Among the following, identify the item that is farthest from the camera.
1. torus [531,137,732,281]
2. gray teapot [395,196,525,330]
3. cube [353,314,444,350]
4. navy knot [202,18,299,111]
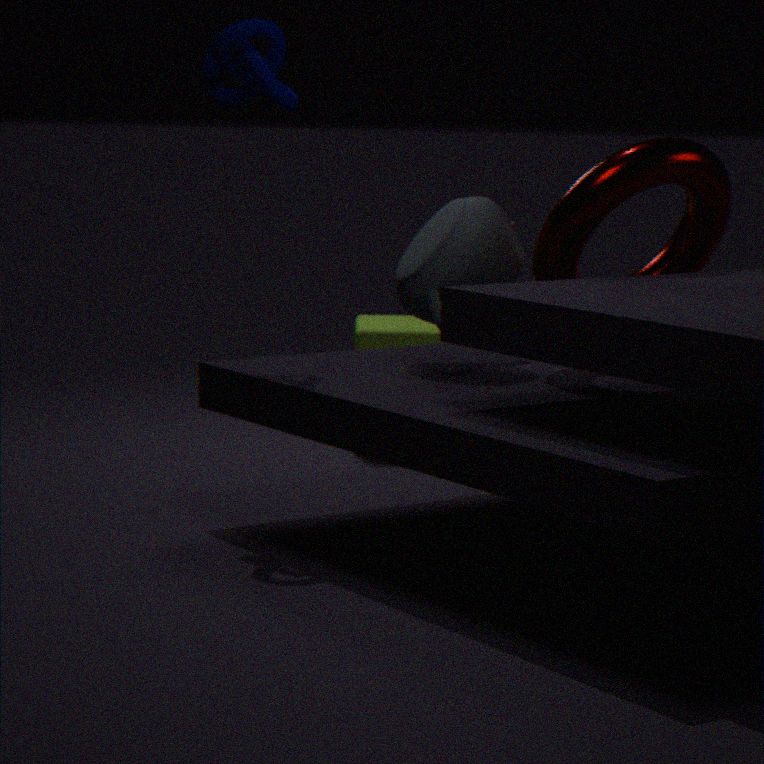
cube [353,314,444,350]
